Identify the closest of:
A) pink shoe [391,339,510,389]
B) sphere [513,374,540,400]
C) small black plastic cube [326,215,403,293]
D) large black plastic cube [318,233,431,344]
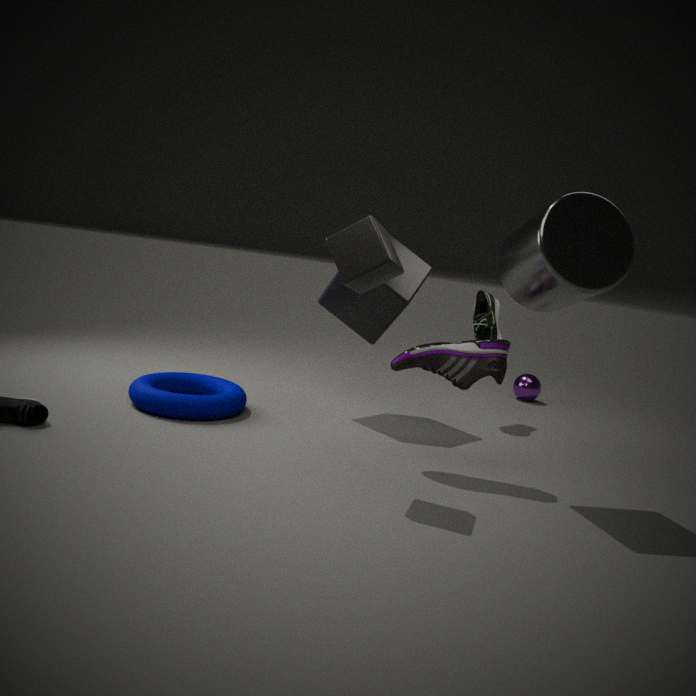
small black plastic cube [326,215,403,293]
